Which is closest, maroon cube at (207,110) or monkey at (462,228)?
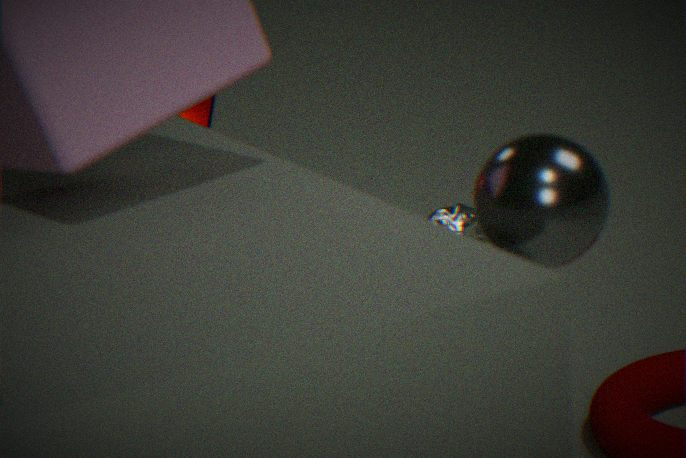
maroon cube at (207,110)
